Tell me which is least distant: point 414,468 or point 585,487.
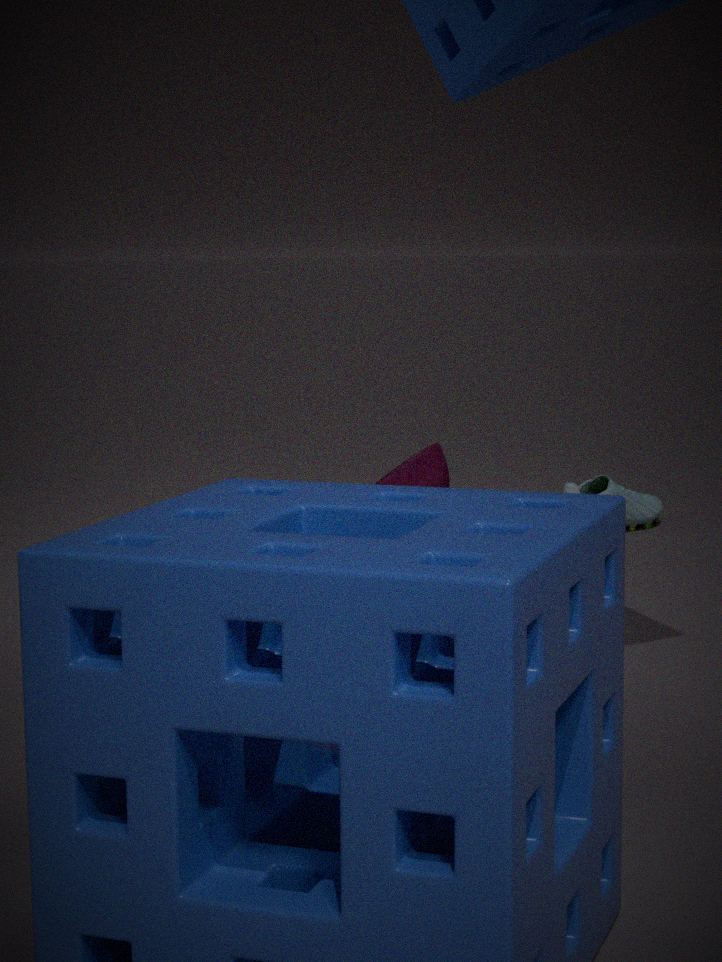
point 414,468
